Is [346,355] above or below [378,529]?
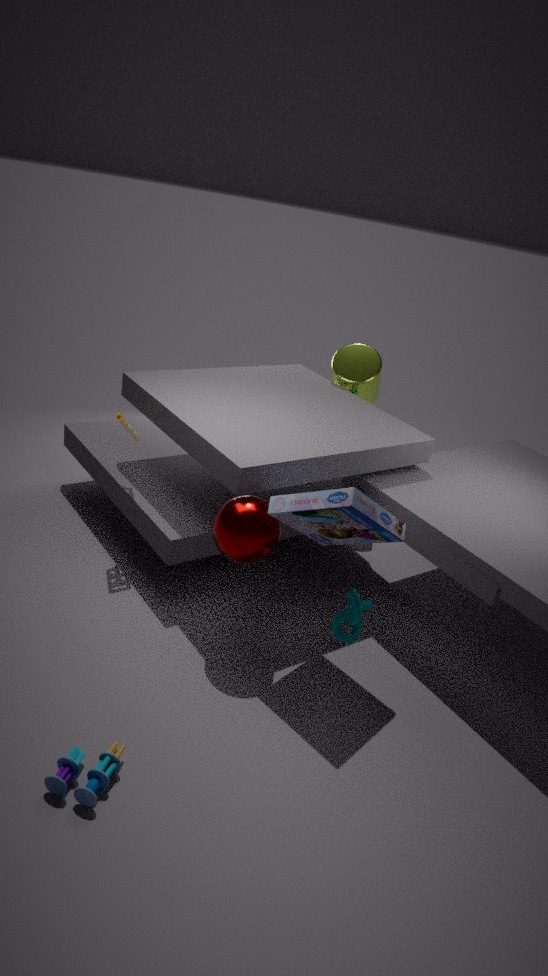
above
